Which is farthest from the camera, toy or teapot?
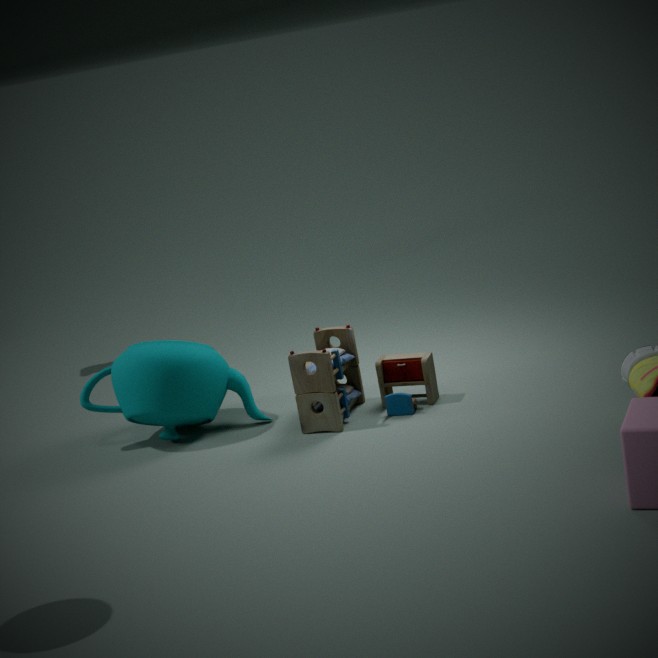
teapot
